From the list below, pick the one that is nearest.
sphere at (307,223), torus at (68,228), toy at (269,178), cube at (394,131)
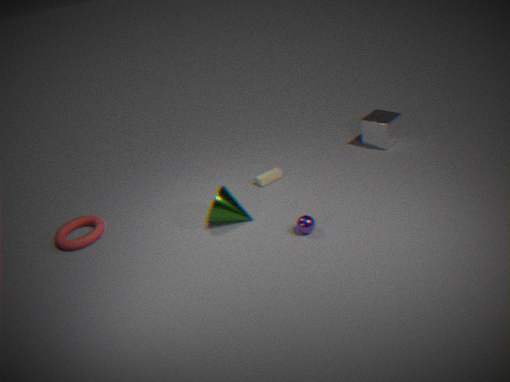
sphere at (307,223)
